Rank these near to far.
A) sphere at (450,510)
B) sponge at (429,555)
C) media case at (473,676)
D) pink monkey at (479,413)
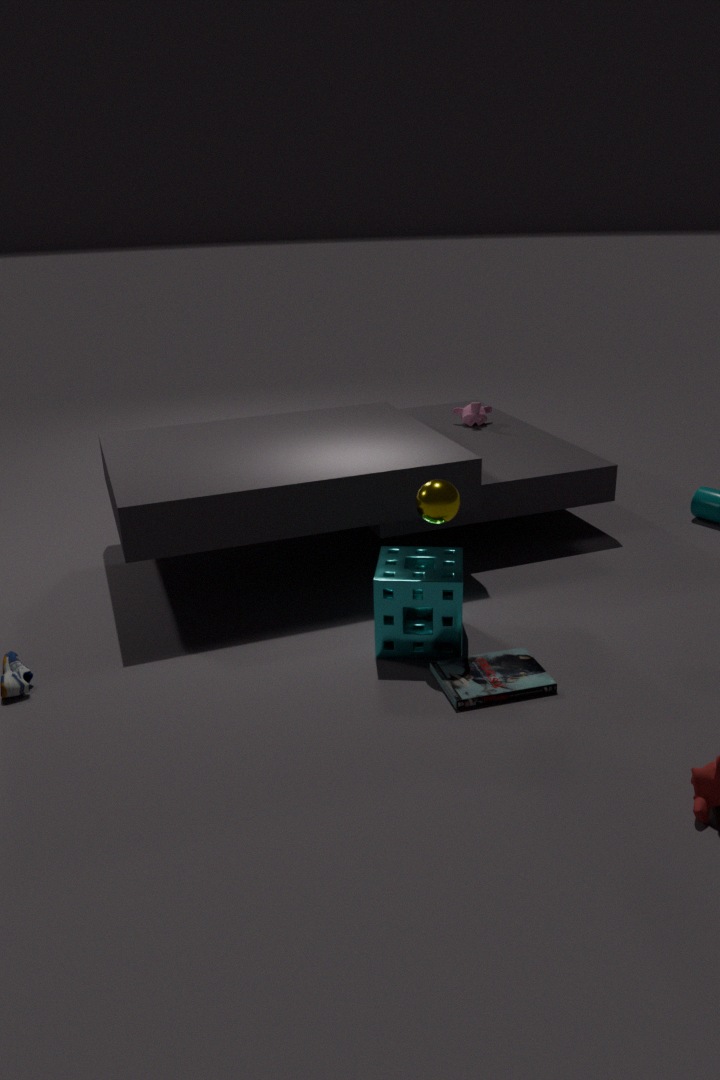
media case at (473,676)
sphere at (450,510)
sponge at (429,555)
pink monkey at (479,413)
